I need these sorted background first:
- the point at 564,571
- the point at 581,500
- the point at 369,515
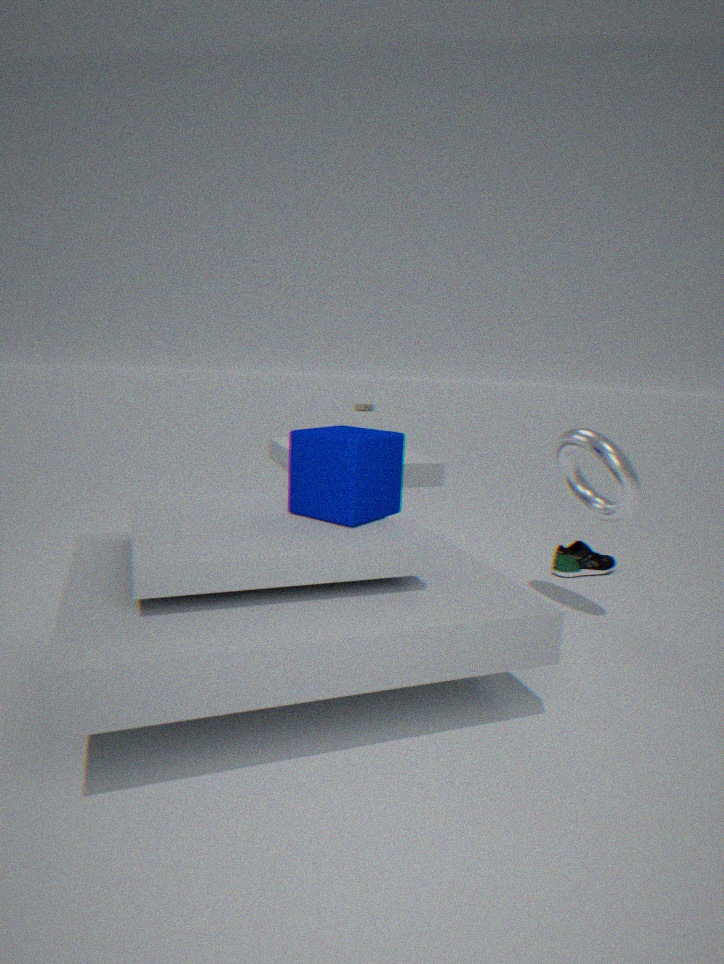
the point at 564,571, the point at 581,500, the point at 369,515
